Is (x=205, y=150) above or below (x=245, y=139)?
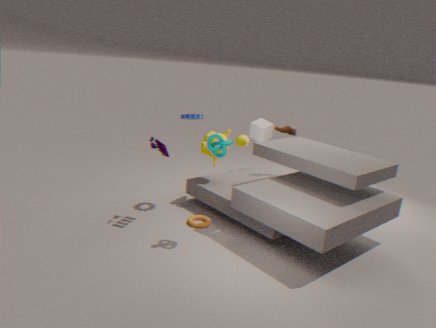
above
